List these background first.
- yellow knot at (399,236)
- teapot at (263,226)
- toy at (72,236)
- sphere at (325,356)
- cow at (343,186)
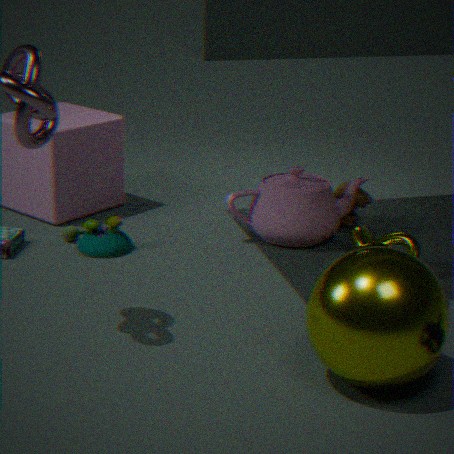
cow at (343,186), teapot at (263,226), toy at (72,236), yellow knot at (399,236), sphere at (325,356)
